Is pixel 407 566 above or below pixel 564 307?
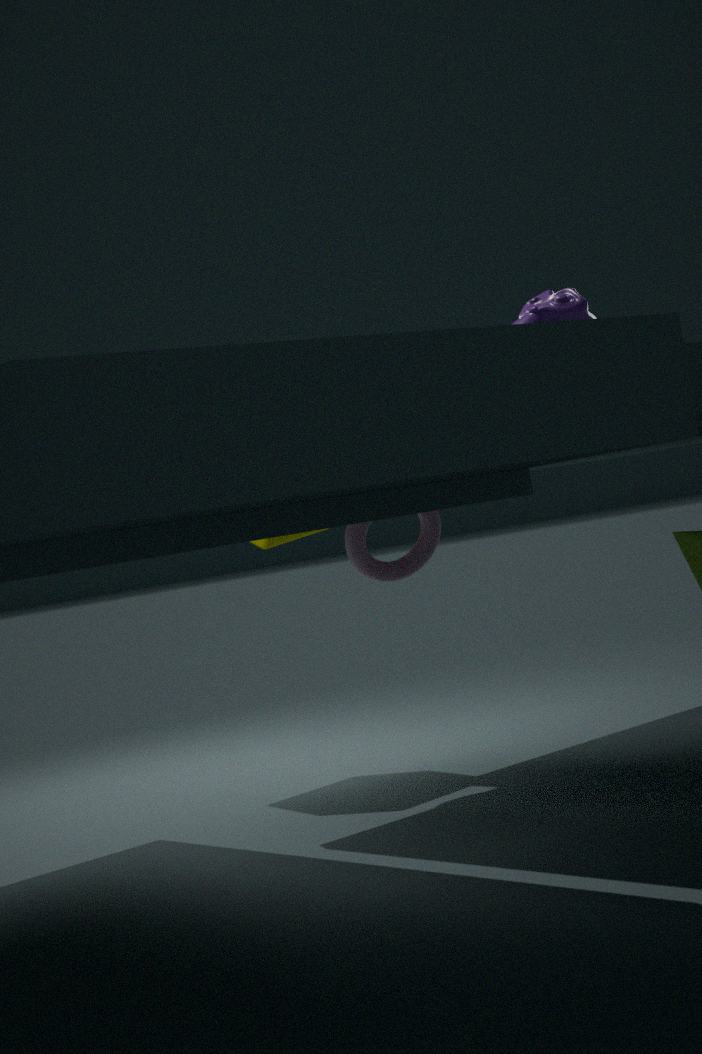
below
